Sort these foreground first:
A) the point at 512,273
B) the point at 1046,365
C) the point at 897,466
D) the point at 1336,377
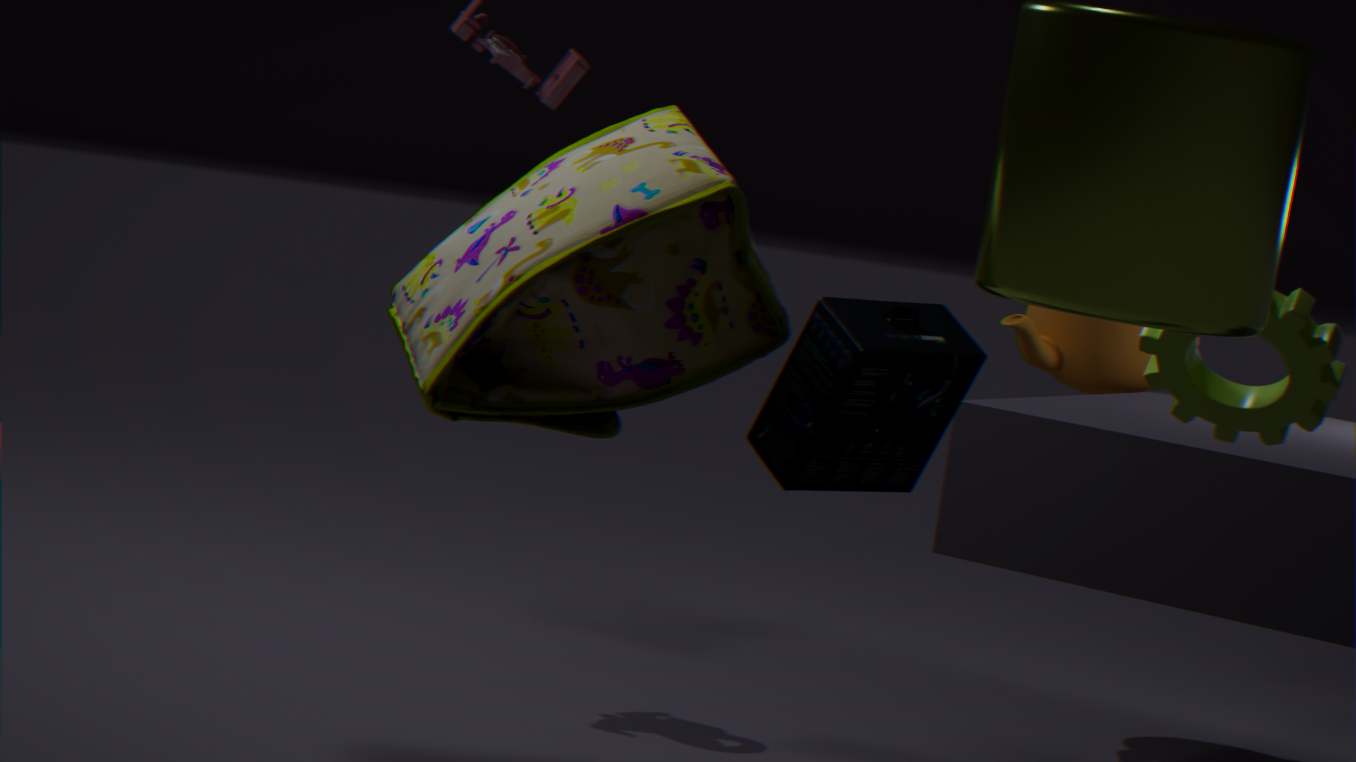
1. the point at 1336,377
2. the point at 512,273
3. the point at 897,466
4. the point at 1046,365
